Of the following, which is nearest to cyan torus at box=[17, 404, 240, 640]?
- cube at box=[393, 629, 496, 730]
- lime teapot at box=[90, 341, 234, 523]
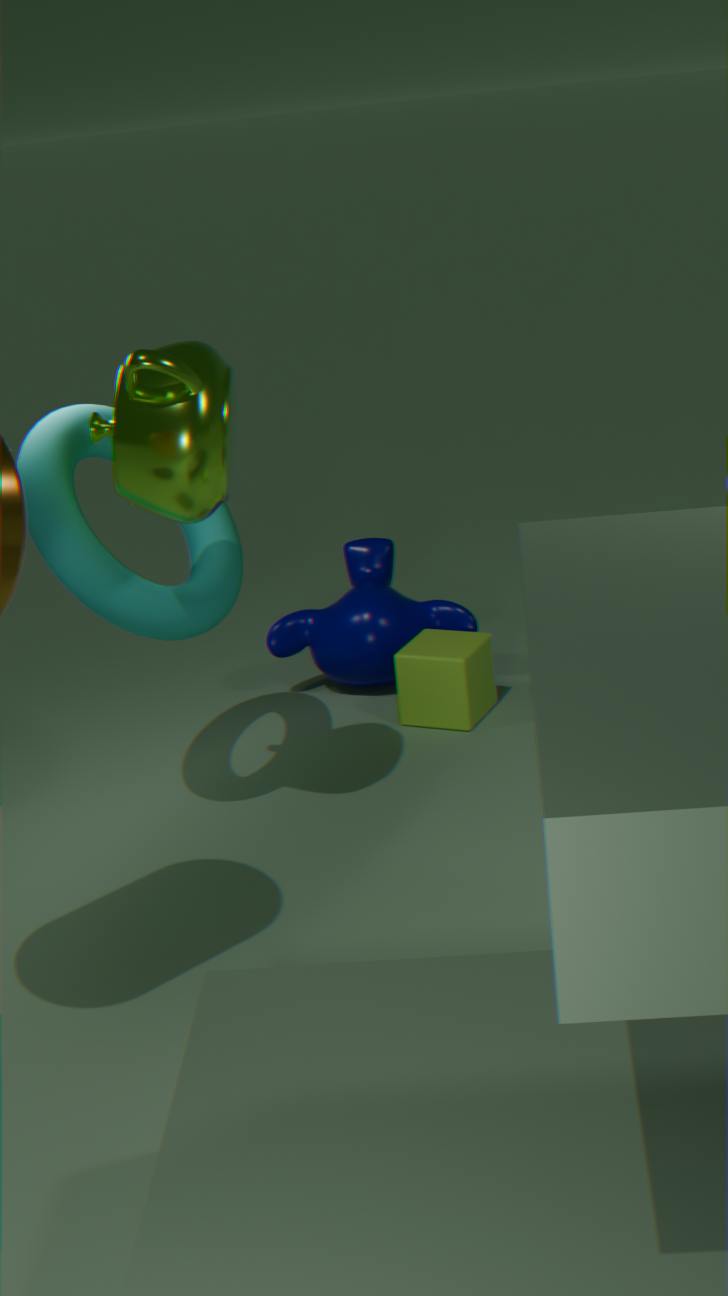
lime teapot at box=[90, 341, 234, 523]
